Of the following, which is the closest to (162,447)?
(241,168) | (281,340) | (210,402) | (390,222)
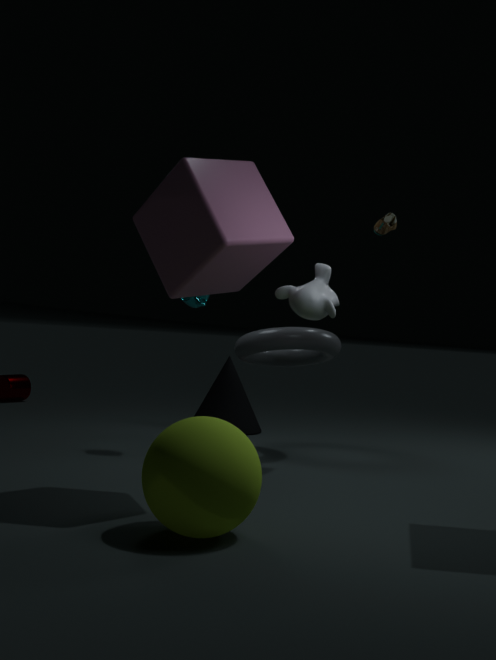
A: (241,168)
